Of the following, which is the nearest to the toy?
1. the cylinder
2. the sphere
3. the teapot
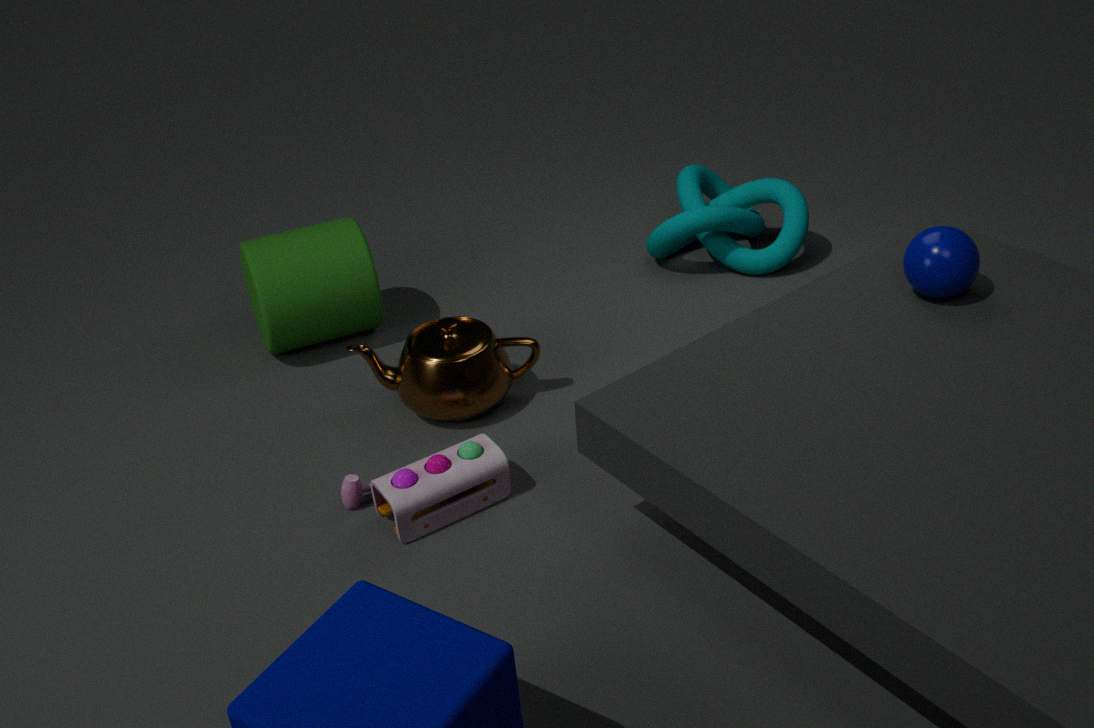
the teapot
